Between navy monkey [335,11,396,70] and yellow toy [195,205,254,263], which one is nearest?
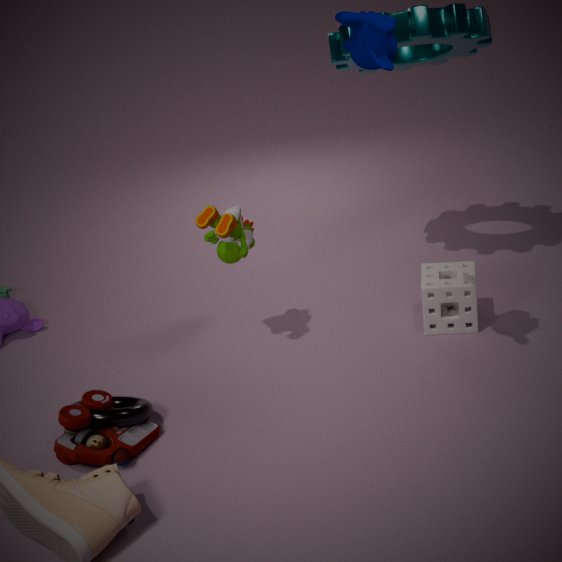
navy monkey [335,11,396,70]
